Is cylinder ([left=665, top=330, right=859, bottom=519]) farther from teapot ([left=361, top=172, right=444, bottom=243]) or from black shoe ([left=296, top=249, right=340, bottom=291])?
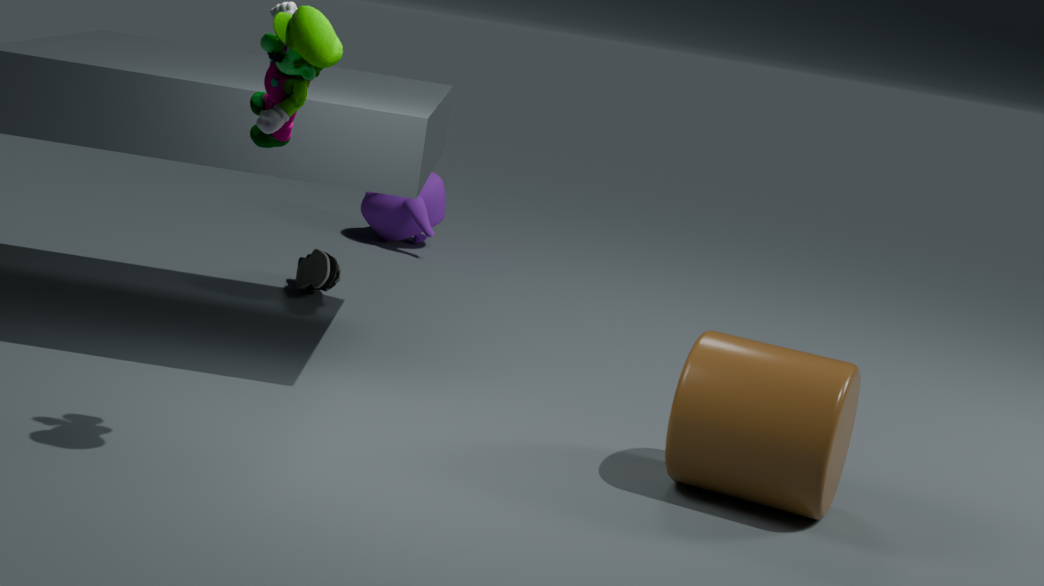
teapot ([left=361, top=172, right=444, bottom=243])
